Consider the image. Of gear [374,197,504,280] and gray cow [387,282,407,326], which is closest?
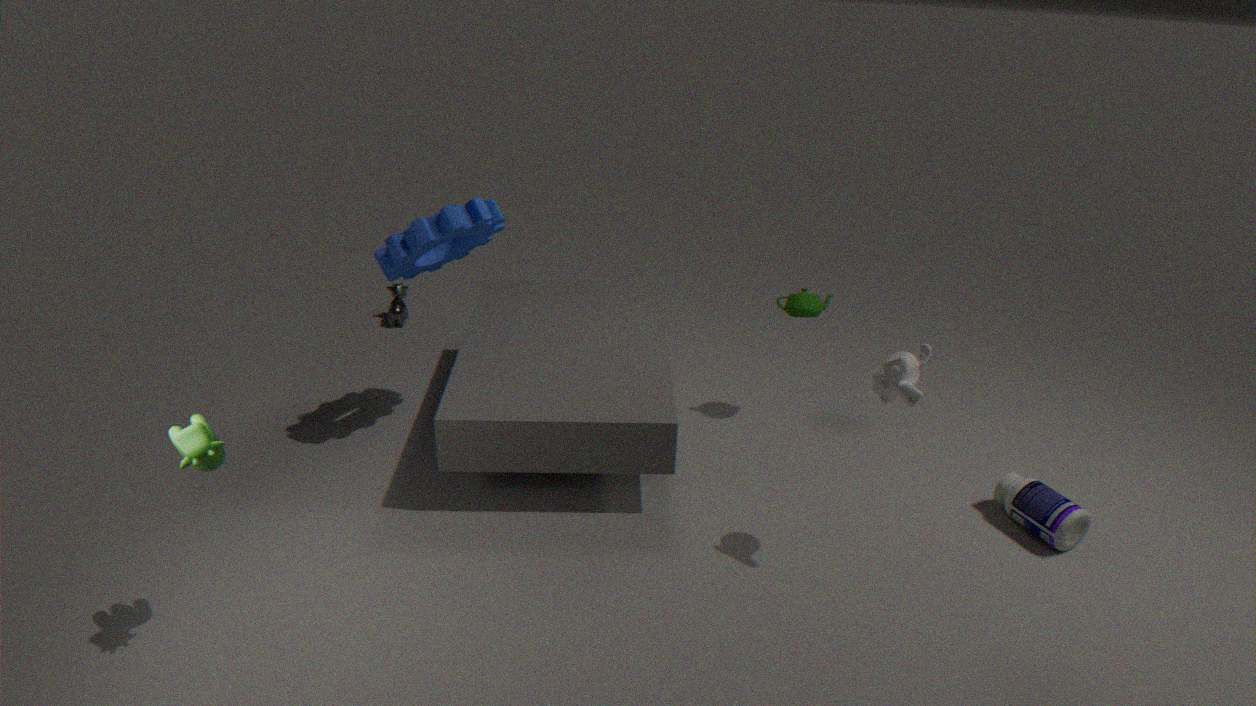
gear [374,197,504,280]
